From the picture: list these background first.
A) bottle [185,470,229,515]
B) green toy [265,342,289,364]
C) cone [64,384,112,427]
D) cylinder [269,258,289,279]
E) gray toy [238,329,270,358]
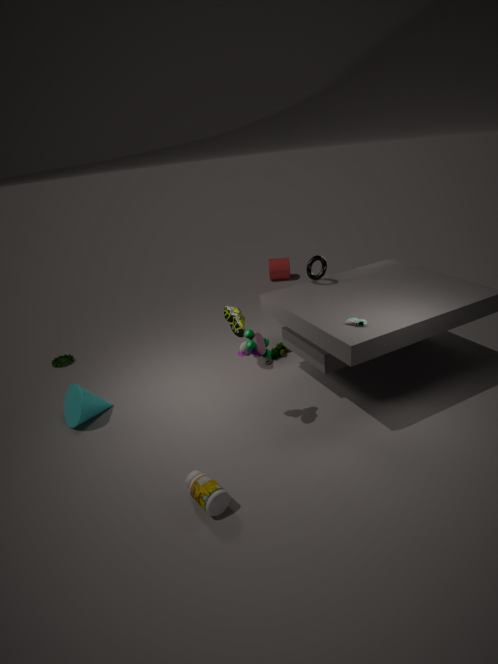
cylinder [269,258,289,279] → green toy [265,342,289,364] → cone [64,384,112,427] → gray toy [238,329,270,358] → bottle [185,470,229,515]
